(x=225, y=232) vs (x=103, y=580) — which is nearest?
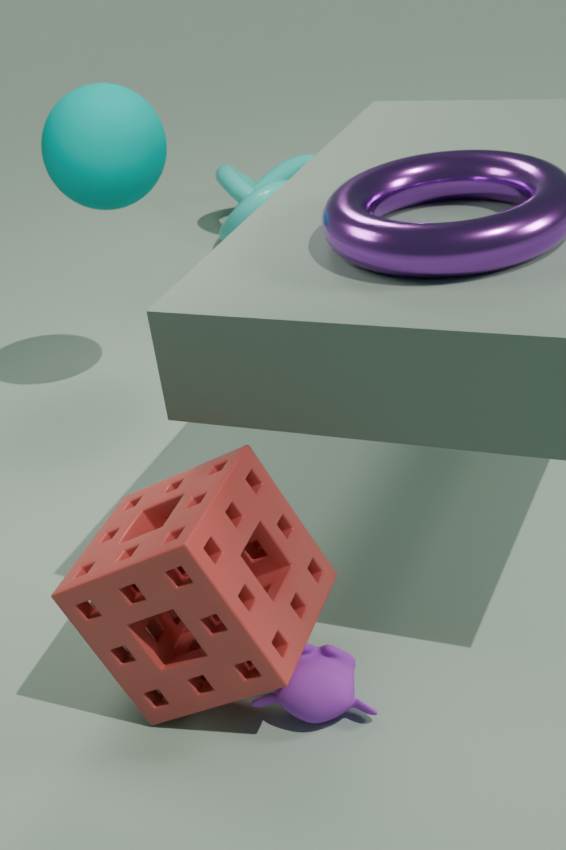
(x=103, y=580)
